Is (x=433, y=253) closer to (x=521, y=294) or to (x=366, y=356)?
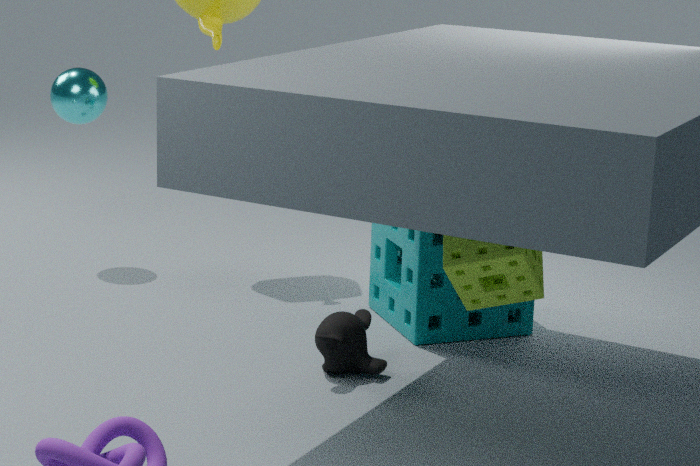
(x=366, y=356)
